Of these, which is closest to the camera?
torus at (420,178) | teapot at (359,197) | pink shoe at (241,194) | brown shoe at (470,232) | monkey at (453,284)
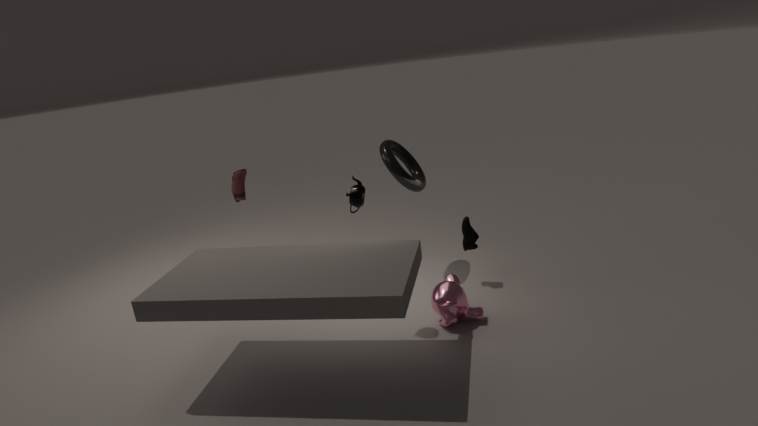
teapot at (359,197)
